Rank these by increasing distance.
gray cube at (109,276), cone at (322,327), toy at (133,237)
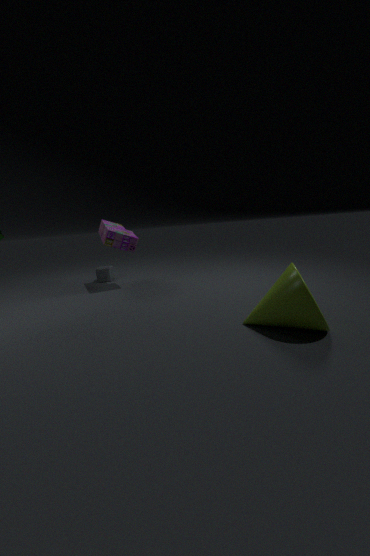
cone at (322,327), toy at (133,237), gray cube at (109,276)
